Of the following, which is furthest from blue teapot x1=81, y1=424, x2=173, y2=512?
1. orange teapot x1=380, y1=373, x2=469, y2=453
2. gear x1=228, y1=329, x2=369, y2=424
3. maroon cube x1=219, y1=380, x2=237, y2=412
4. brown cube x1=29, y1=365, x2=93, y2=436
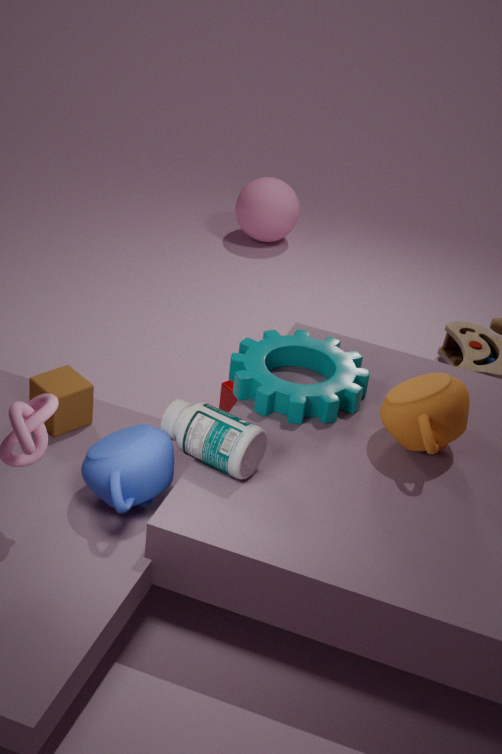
orange teapot x1=380, y1=373, x2=469, y2=453
